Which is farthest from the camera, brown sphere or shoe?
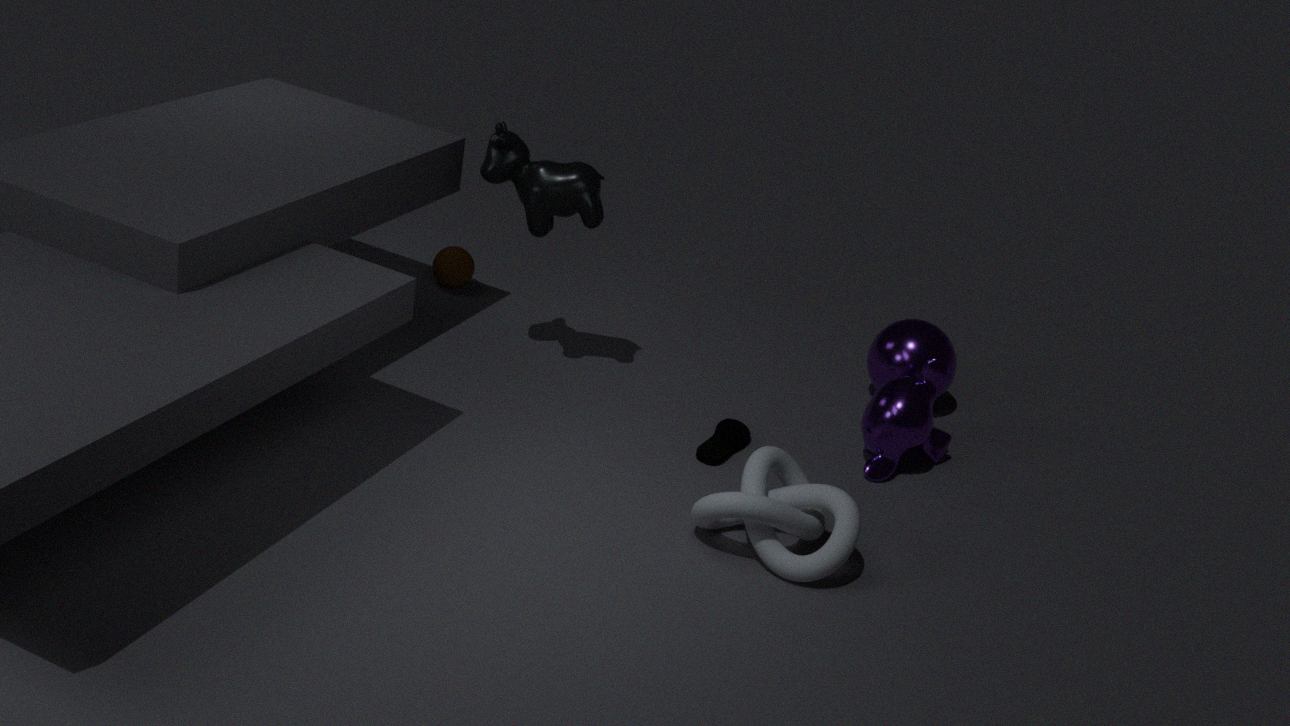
brown sphere
